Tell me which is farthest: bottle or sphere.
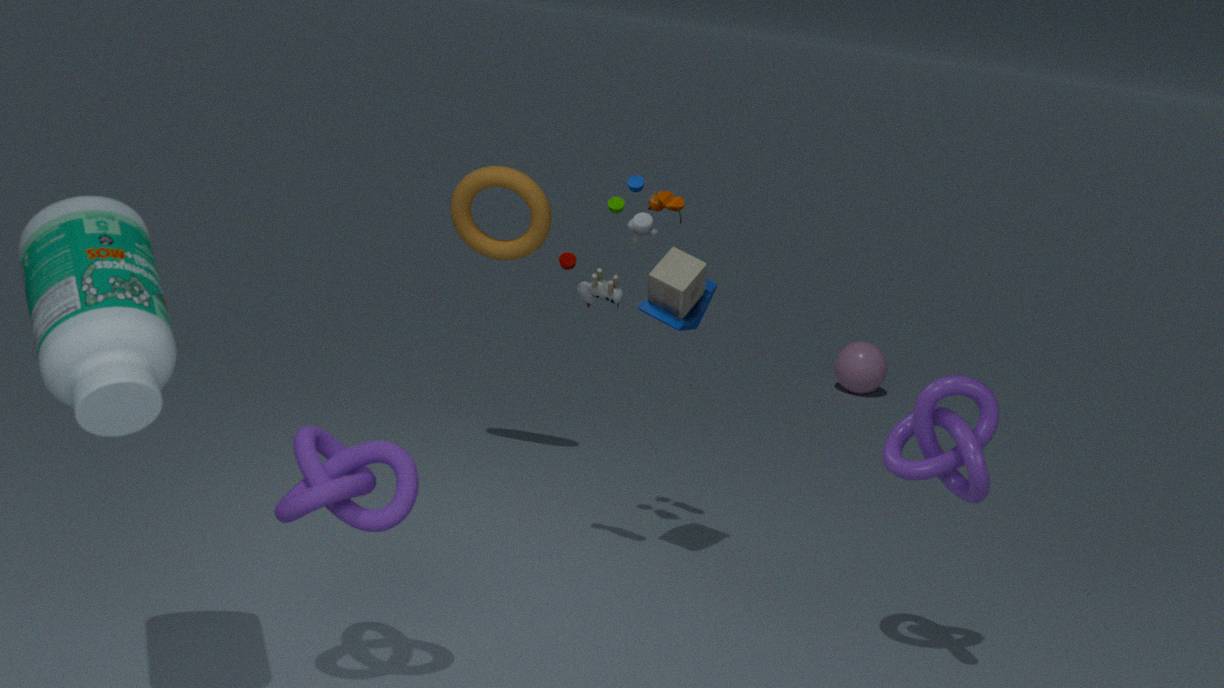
sphere
